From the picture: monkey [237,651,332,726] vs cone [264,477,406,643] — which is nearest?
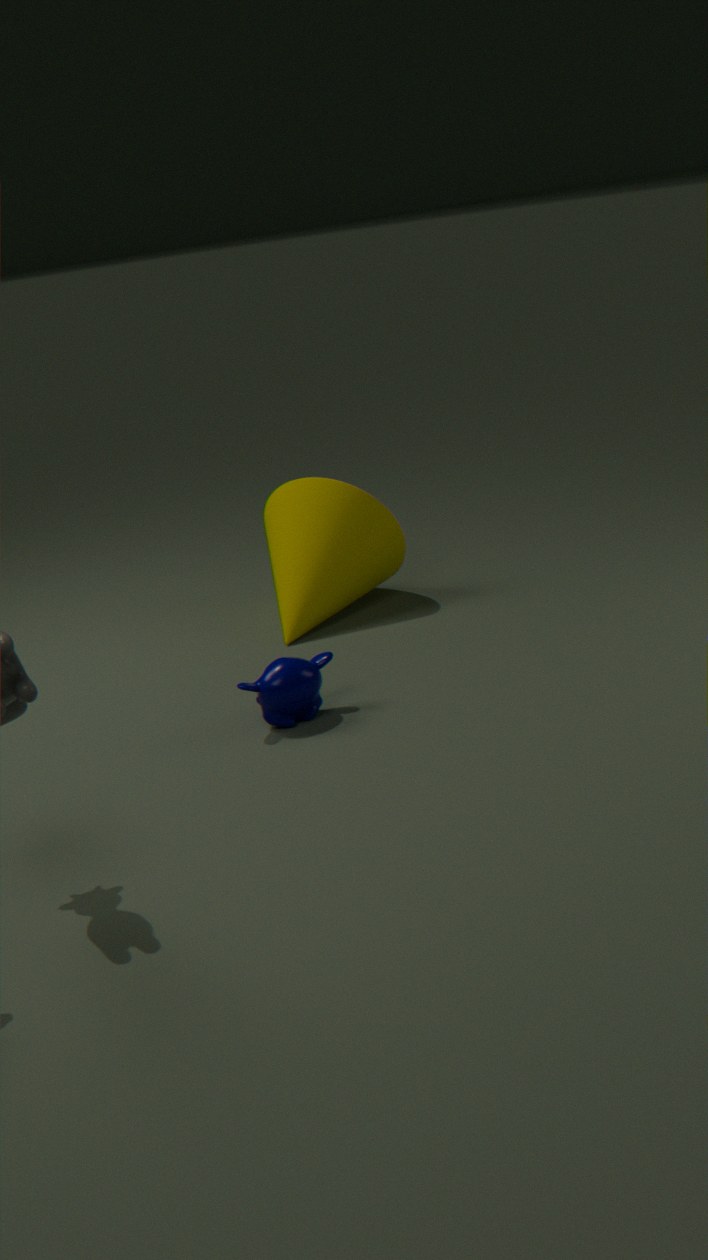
monkey [237,651,332,726]
